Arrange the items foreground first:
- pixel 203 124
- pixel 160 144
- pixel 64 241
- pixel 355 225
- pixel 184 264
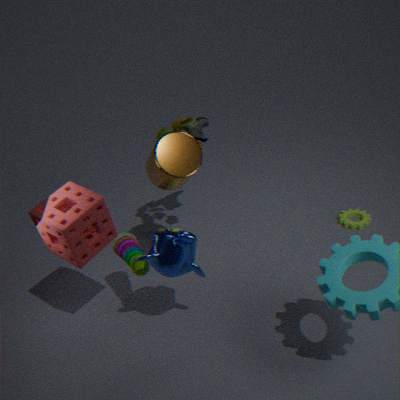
1. pixel 64 241
2. pixel 184 264
3. pixel 160 144
4. pixel 203 124
5. pixel 355 225
